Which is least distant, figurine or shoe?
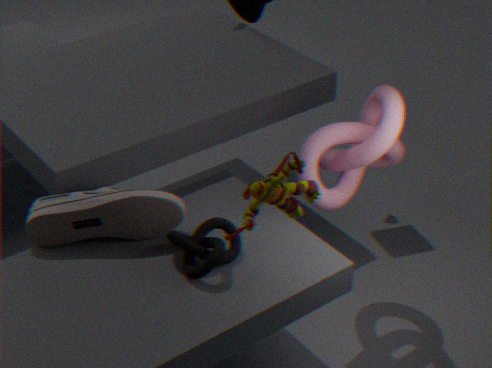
figurine
